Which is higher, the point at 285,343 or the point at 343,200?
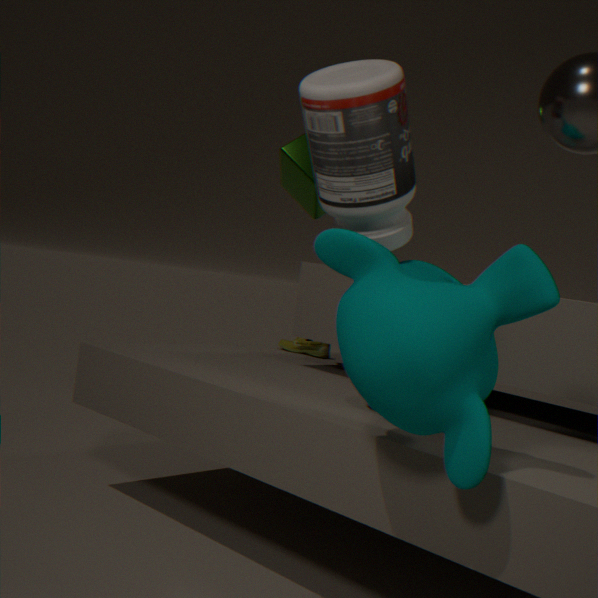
the point at 343,200
